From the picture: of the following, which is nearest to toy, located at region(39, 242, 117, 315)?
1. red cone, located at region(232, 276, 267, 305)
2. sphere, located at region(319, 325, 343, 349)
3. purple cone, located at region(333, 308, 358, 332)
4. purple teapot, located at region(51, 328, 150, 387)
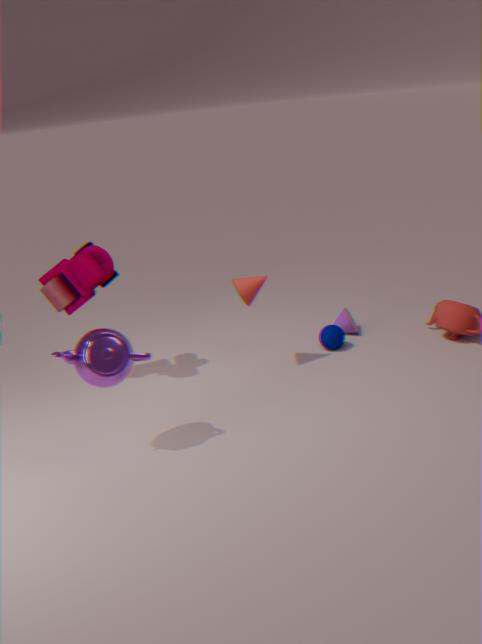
purple teapot, located at region(51, 328, 150, 387)
